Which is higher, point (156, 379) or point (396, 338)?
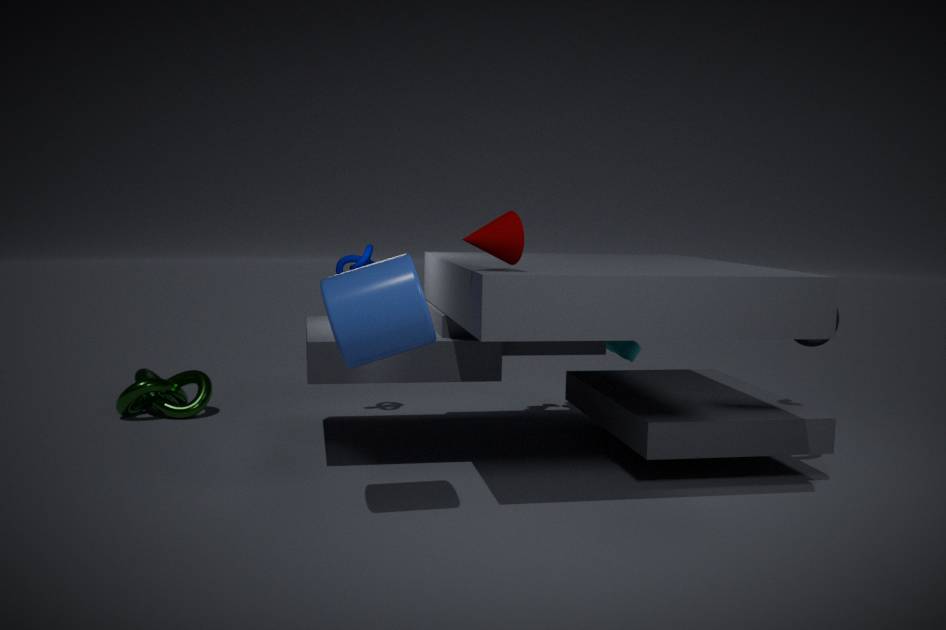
point (396, 338)
